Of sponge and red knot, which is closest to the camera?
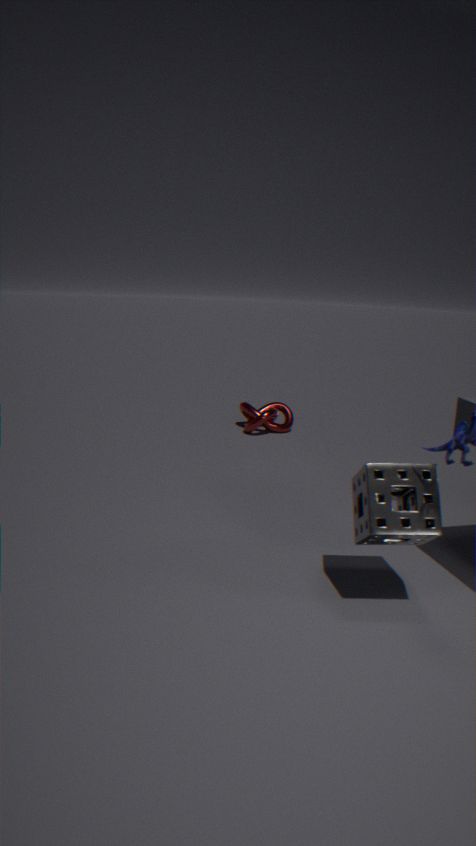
sponge
